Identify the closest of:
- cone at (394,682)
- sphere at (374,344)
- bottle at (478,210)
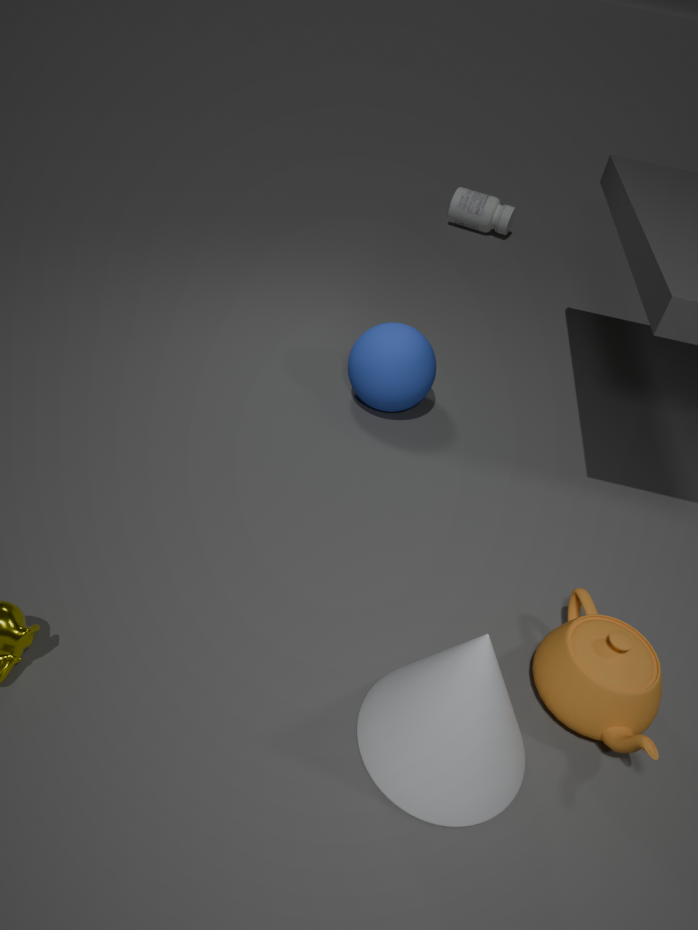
cone at (394,682)
